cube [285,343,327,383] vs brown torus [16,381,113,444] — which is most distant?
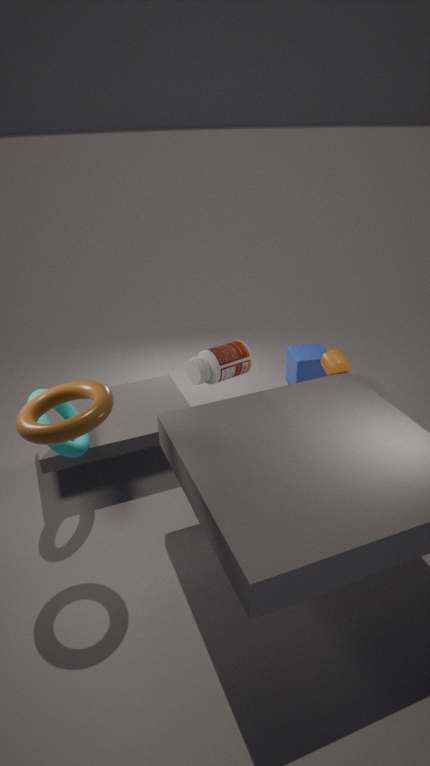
cube [285,343,327,383]
